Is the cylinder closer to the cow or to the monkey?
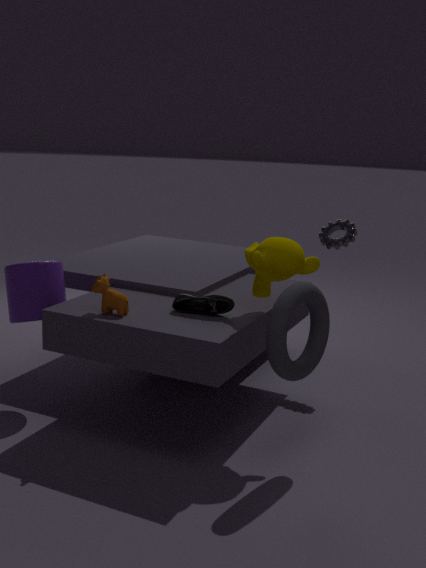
the cow
